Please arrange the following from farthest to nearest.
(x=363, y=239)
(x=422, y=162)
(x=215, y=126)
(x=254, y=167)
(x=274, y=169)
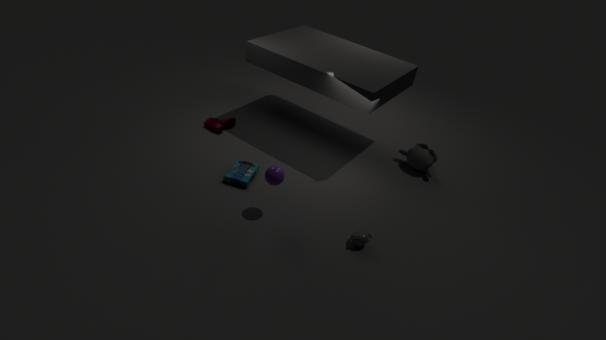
(x=215, y=126) < (x=422, y=162) < (x=254, y=167) < (x=274, y=169) < (x=363, y=239)
